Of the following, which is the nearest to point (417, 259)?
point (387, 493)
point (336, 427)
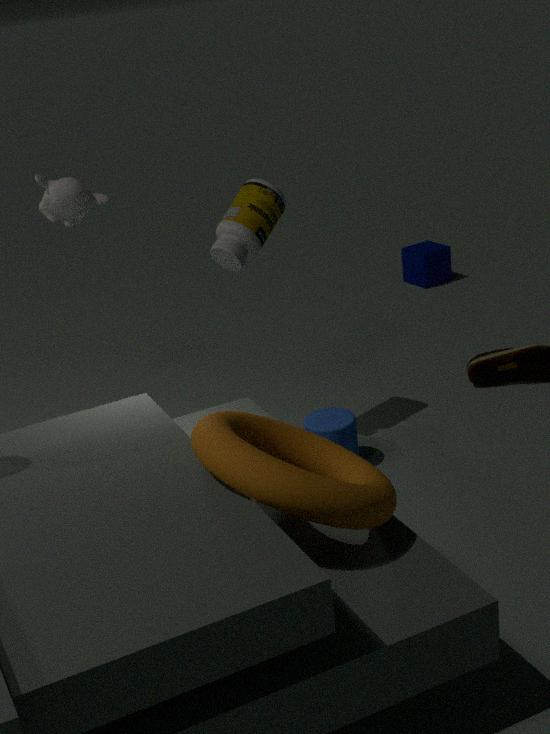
point (336, 427)
